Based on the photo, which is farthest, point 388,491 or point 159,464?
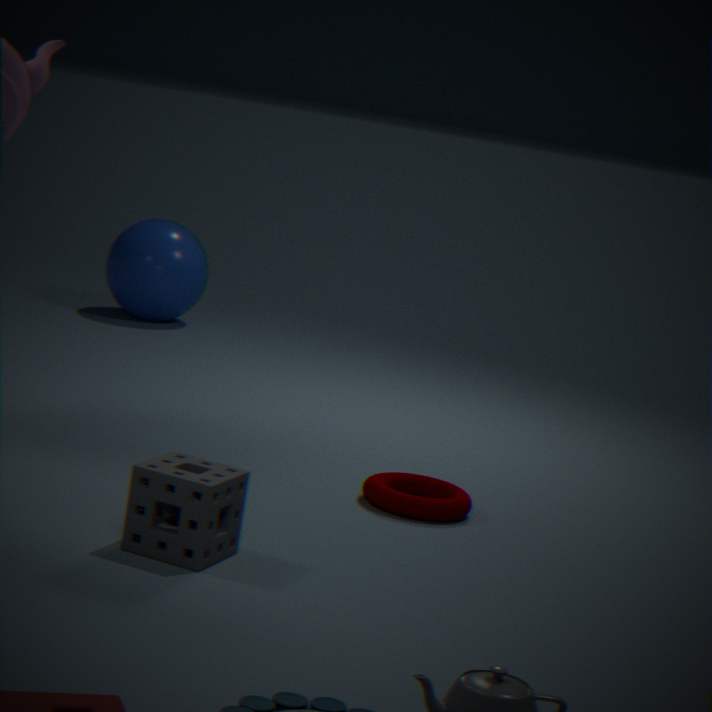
point 388,491
